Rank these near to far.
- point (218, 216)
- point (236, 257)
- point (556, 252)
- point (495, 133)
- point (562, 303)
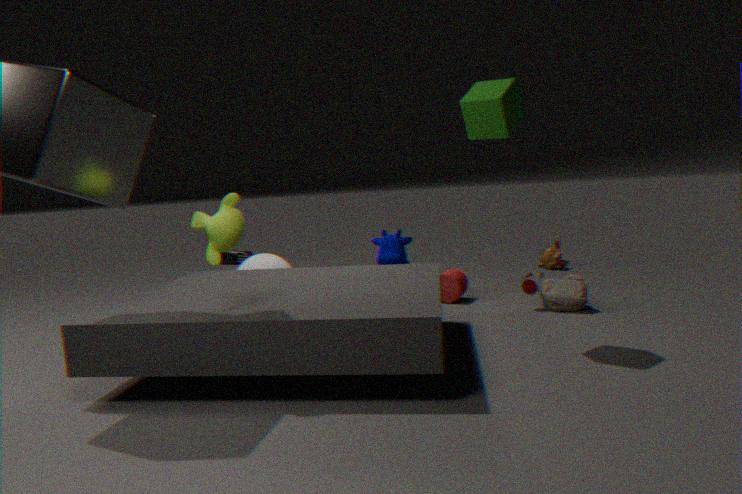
point (218, 216) < point (495, 133) < point (562, 303) < point (556, 252) < point (236, 257)
